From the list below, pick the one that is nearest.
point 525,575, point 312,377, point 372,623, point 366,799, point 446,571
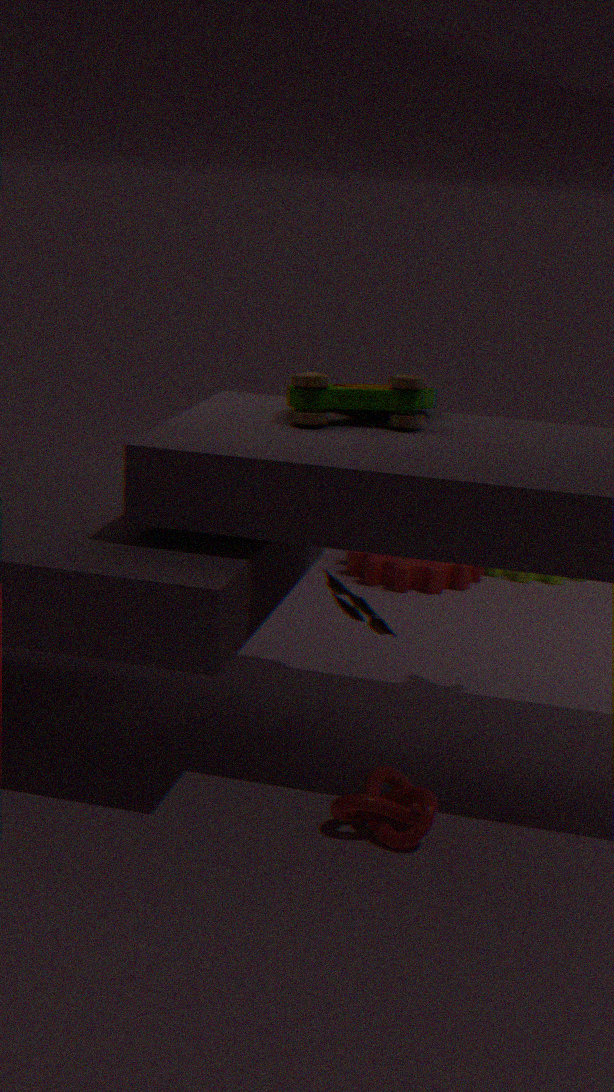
point 366,799
